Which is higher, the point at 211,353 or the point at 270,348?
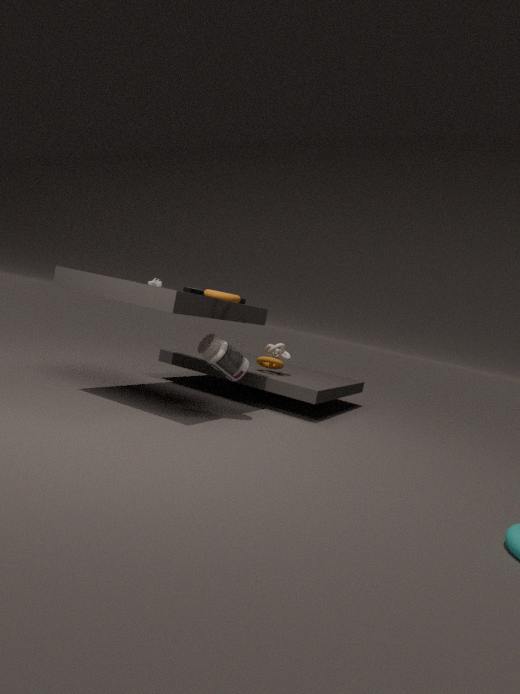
the point at 270,348
